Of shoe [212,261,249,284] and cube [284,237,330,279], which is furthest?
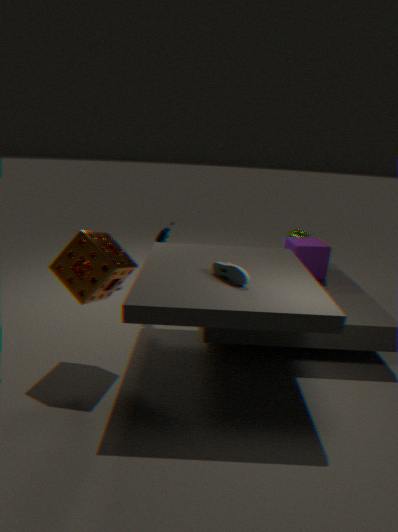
cube [284,237,330,279]
